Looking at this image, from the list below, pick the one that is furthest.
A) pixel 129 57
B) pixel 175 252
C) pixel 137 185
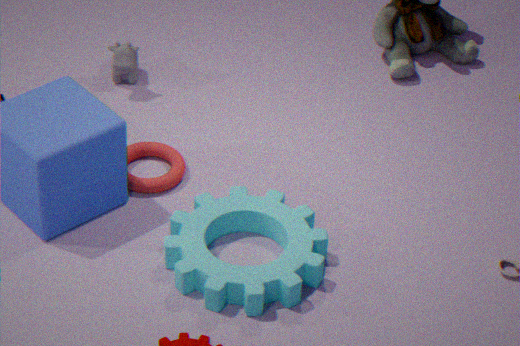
pixel 129 57
